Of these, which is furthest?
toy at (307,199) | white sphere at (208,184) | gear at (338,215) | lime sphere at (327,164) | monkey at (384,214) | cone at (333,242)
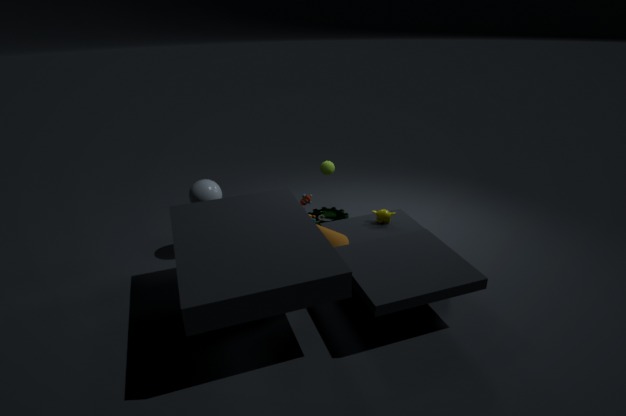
gear at (338,215)
